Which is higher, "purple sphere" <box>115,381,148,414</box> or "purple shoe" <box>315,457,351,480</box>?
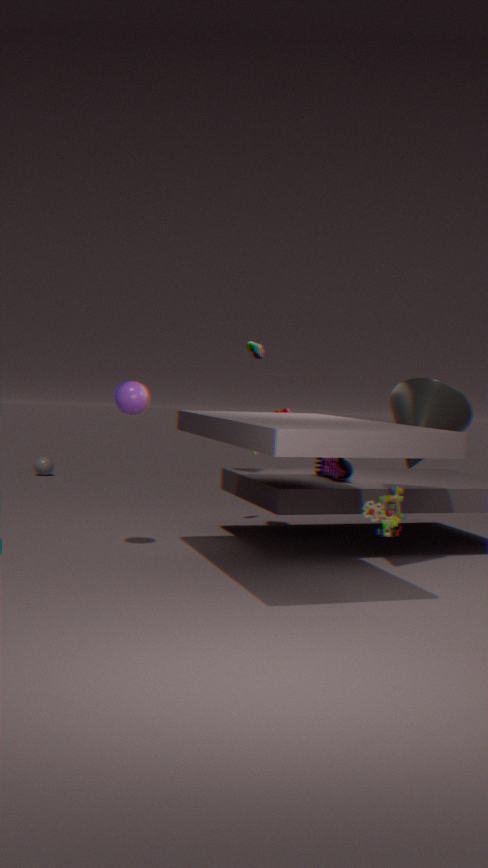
"purple sphere" <box>115,381,148,414</box>
